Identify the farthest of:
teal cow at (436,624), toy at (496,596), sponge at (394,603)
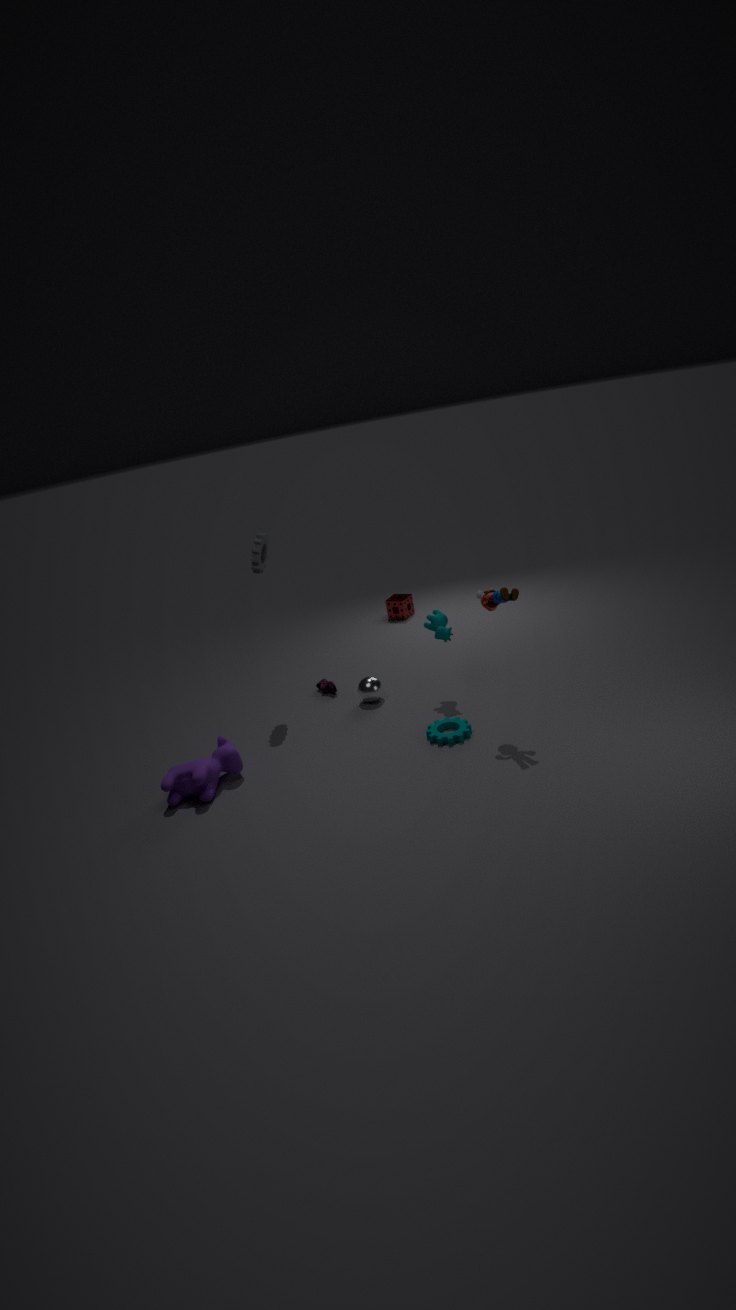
sponge at (394,603)
